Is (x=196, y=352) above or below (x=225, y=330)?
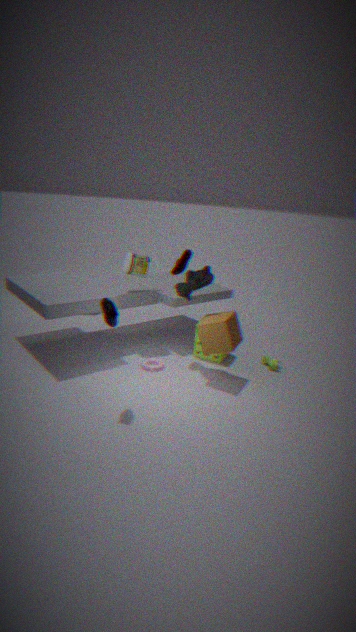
below
